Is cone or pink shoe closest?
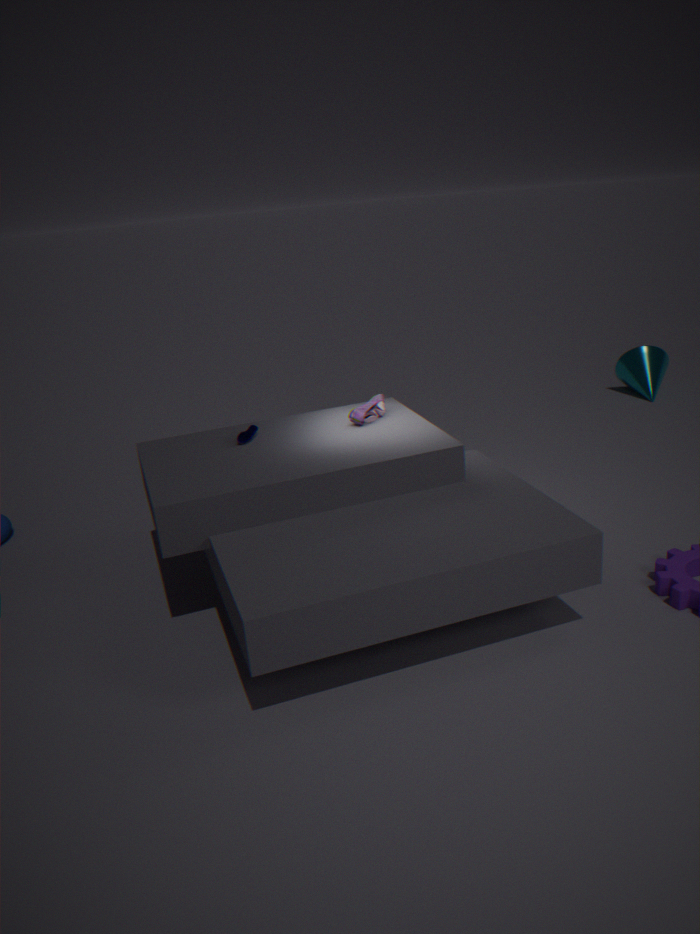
pink shoe
